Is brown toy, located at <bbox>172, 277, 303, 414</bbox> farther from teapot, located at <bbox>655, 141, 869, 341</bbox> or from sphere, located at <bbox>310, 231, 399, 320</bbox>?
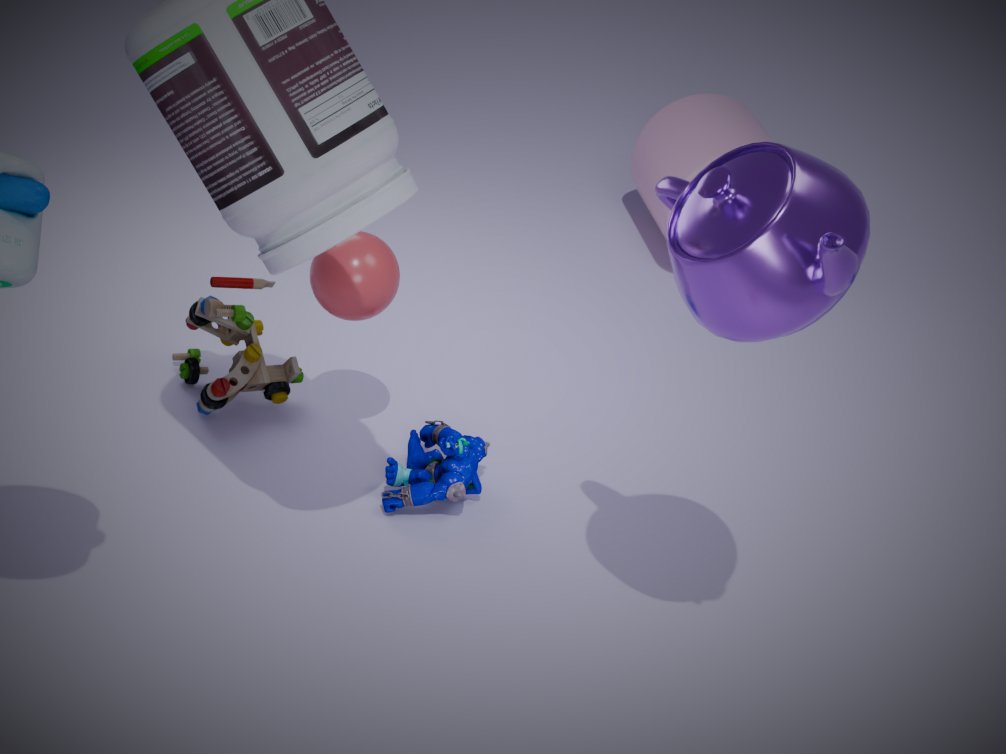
teapot, located at <bbox>655, 141, 869, 341</bbox>
